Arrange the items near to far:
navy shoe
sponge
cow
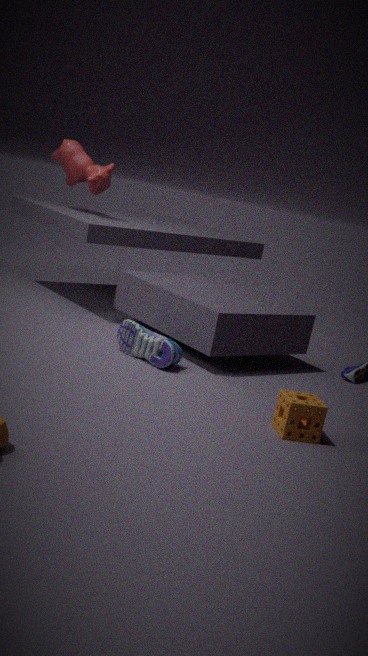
sponge → navy shoe → cow
